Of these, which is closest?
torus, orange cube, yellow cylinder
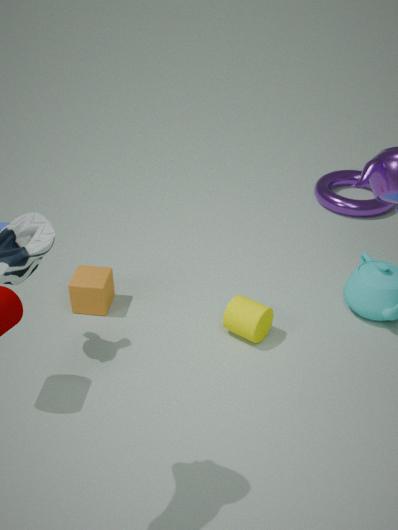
yellow cylinder
